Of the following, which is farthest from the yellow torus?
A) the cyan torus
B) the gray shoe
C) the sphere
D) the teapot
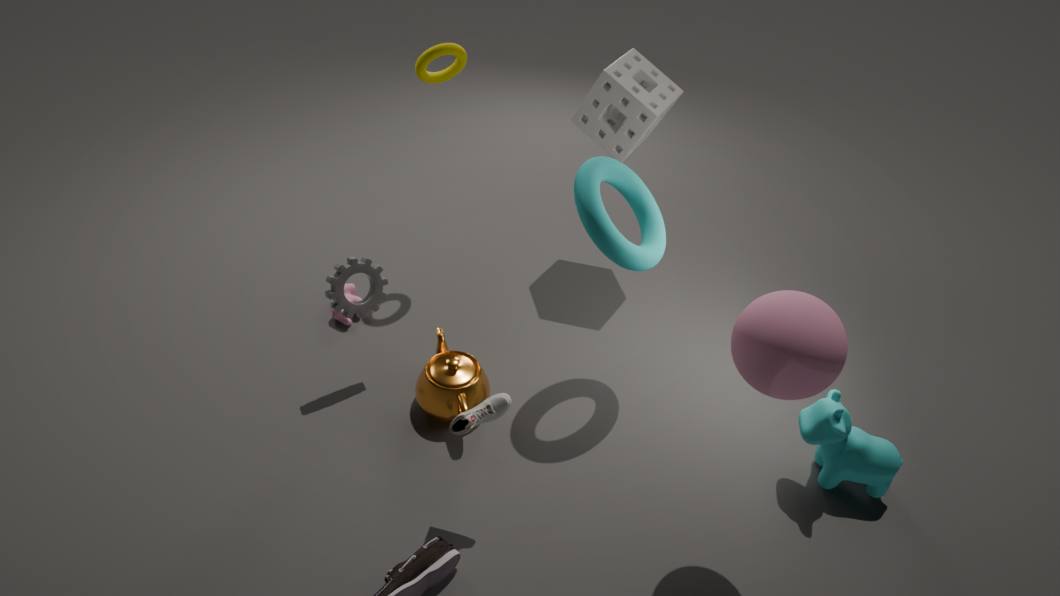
the sphere
